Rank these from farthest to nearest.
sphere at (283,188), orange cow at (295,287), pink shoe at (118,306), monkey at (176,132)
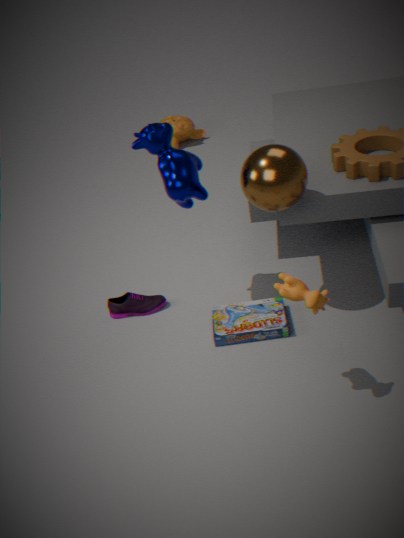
monkey at (176,132) → pink shoe at (118,306) → sphere at (283,188) → orange cow at (295,287)
